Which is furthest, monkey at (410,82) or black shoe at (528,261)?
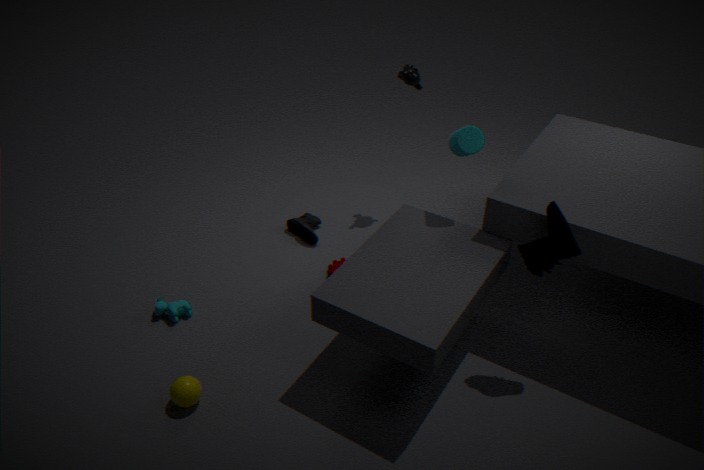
monkey at (410,82)
